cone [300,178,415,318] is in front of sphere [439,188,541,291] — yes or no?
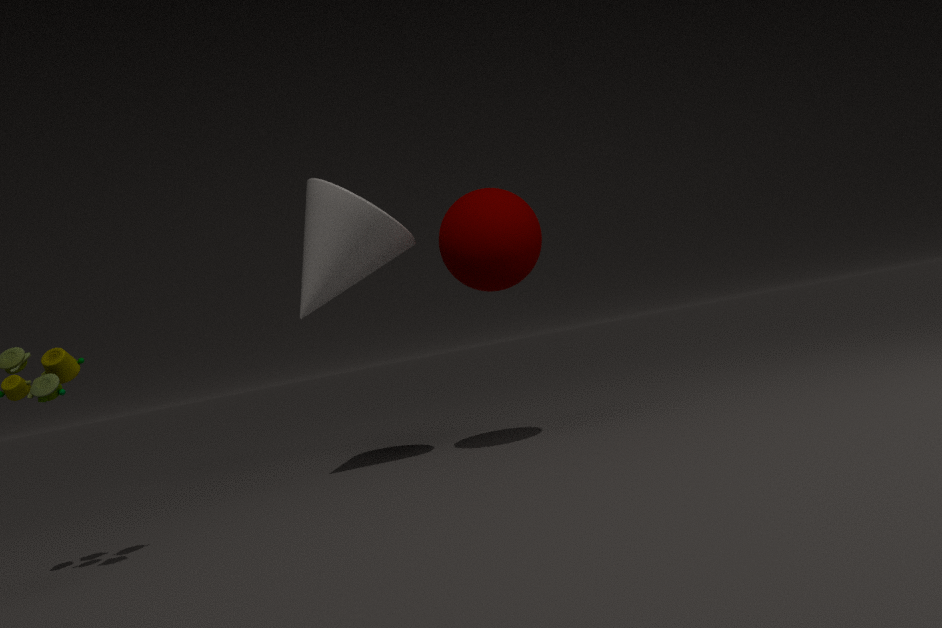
No
